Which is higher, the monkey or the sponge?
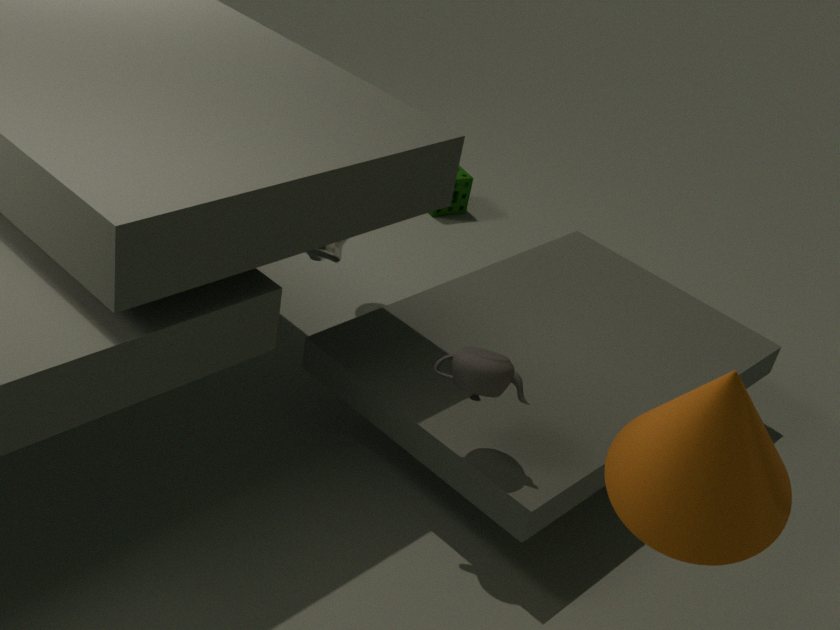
the monkey
